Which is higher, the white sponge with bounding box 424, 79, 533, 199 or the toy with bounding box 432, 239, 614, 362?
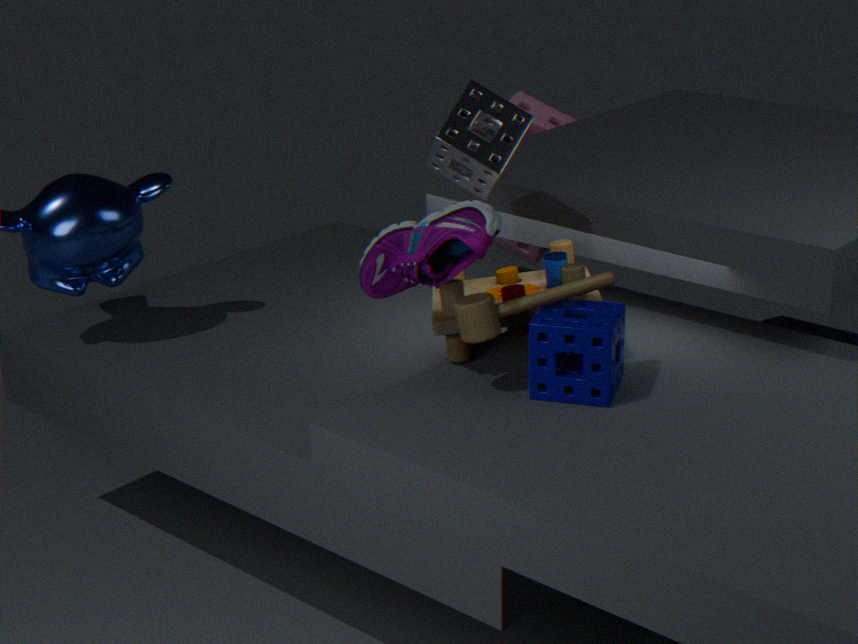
the white sponge with bounding box 424, 79, 533, 199
